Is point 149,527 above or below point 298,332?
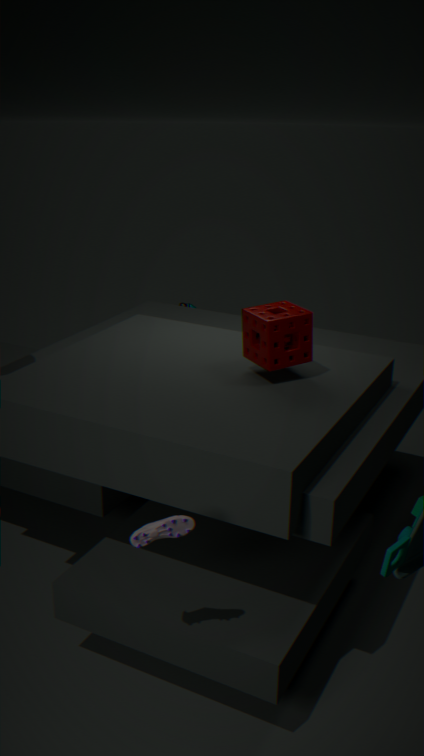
below
